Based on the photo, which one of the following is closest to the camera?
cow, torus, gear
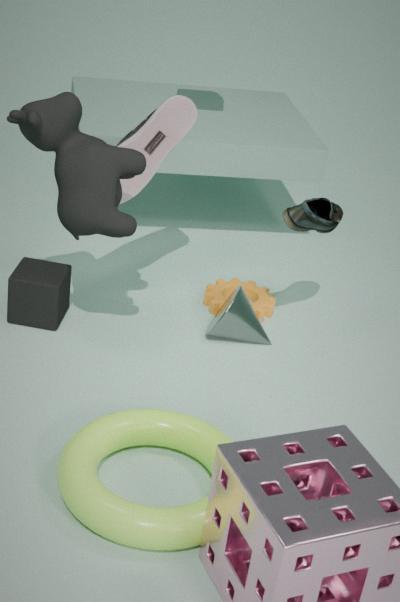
torus
